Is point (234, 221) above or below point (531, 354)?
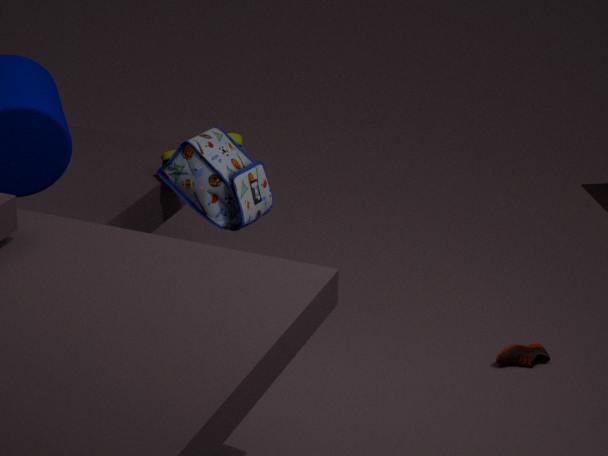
above
